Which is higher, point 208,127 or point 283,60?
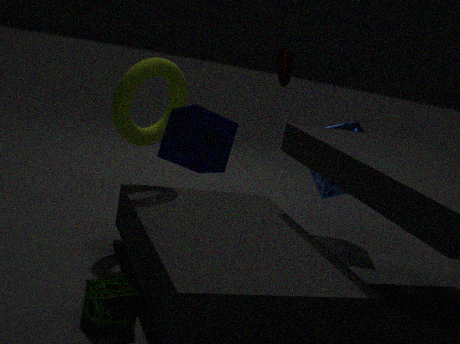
point 283,60
